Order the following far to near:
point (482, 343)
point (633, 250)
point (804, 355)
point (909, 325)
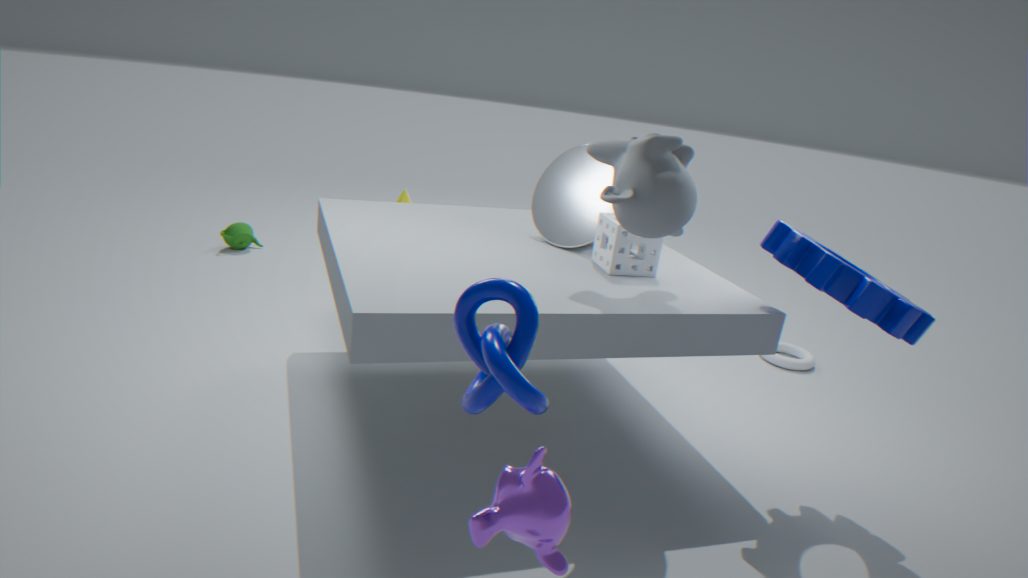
point (804, 355) → point (633, 250) → point (909, 325) → point (482, 343)
